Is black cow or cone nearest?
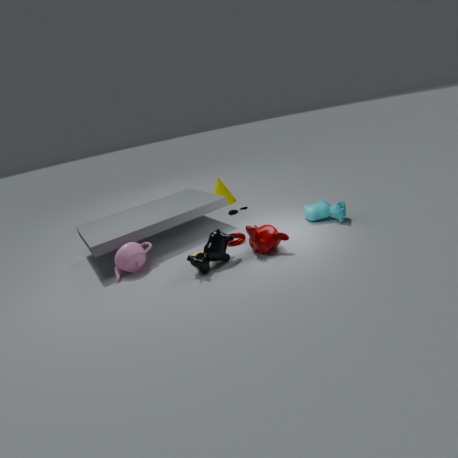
black cow
